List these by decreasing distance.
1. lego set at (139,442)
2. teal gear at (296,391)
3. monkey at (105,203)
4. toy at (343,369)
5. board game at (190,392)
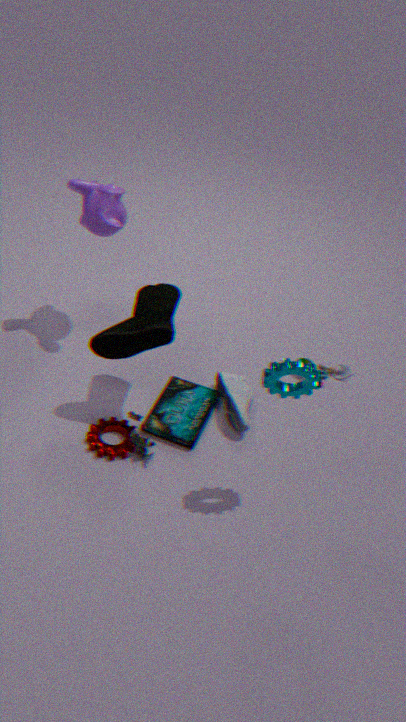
toy at (343,369) < monkey at (105,203) < board game at (190,392) < lego set at (139,442) < teal gear at (296,391)
